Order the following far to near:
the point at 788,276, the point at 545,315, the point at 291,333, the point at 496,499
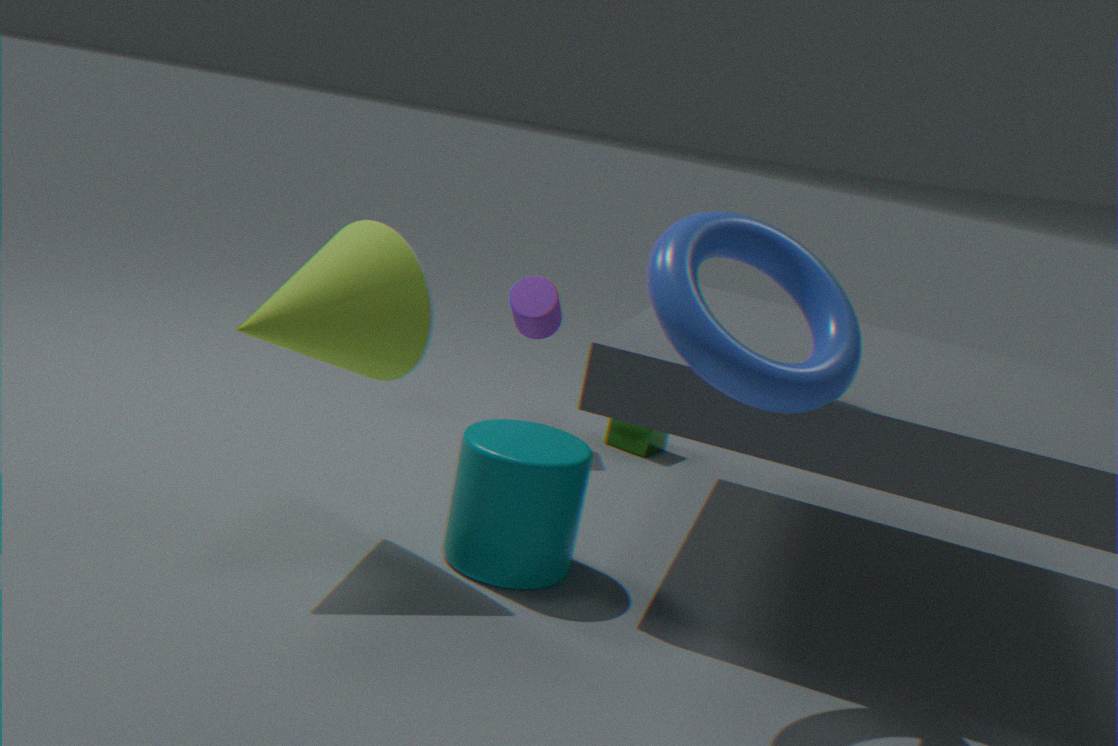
the point at 545,315, the point at 496,499, the point at 291,333, the point at 788,276
